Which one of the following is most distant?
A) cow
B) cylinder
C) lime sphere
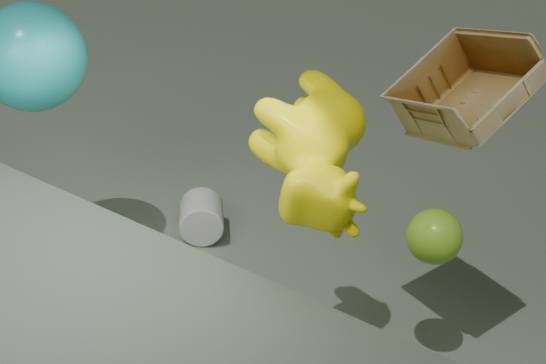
cylinder
